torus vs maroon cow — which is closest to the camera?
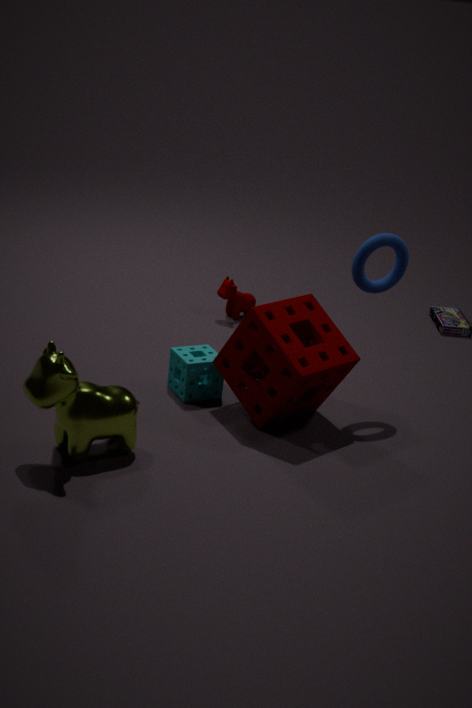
torus
